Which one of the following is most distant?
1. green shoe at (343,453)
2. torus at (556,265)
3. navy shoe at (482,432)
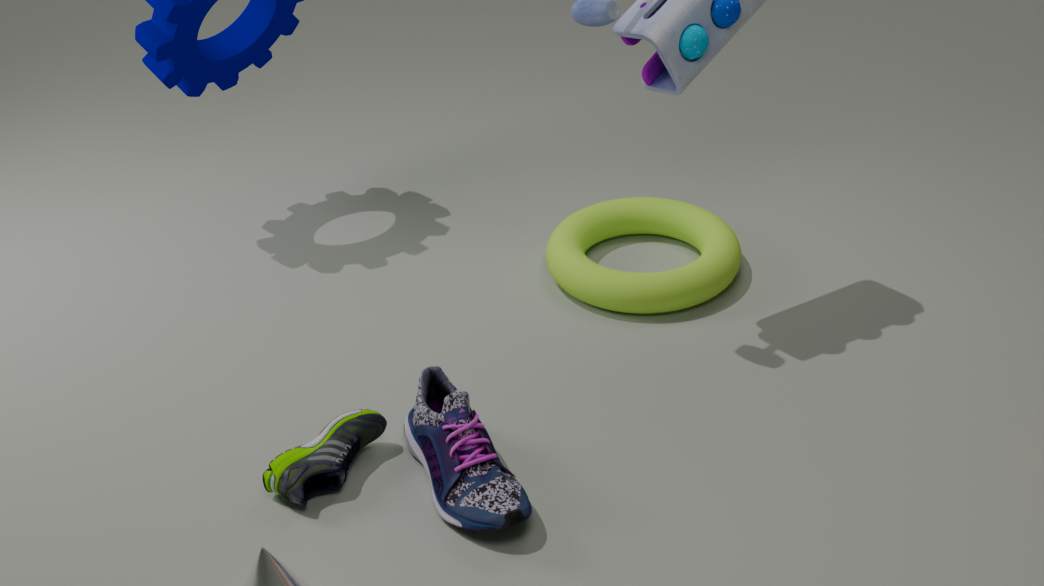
torus at (556,265)
